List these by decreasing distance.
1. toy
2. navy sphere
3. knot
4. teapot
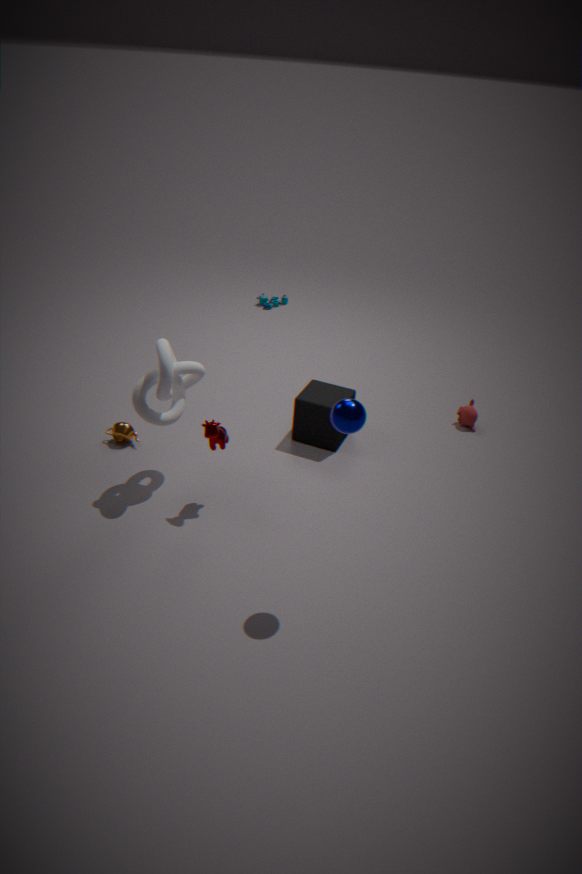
toy, teapot, knot, navy sphere
